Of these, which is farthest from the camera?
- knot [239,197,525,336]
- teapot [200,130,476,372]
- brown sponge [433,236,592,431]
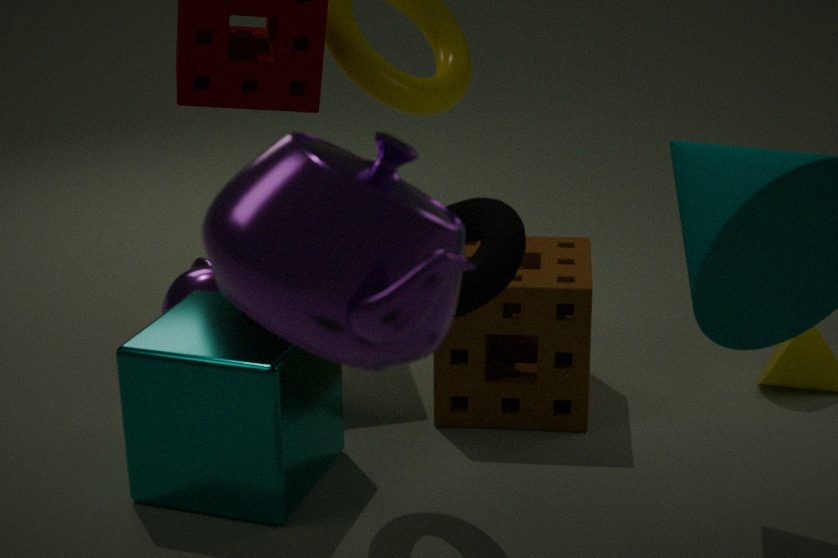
brown sponge [433,236,592,431]
